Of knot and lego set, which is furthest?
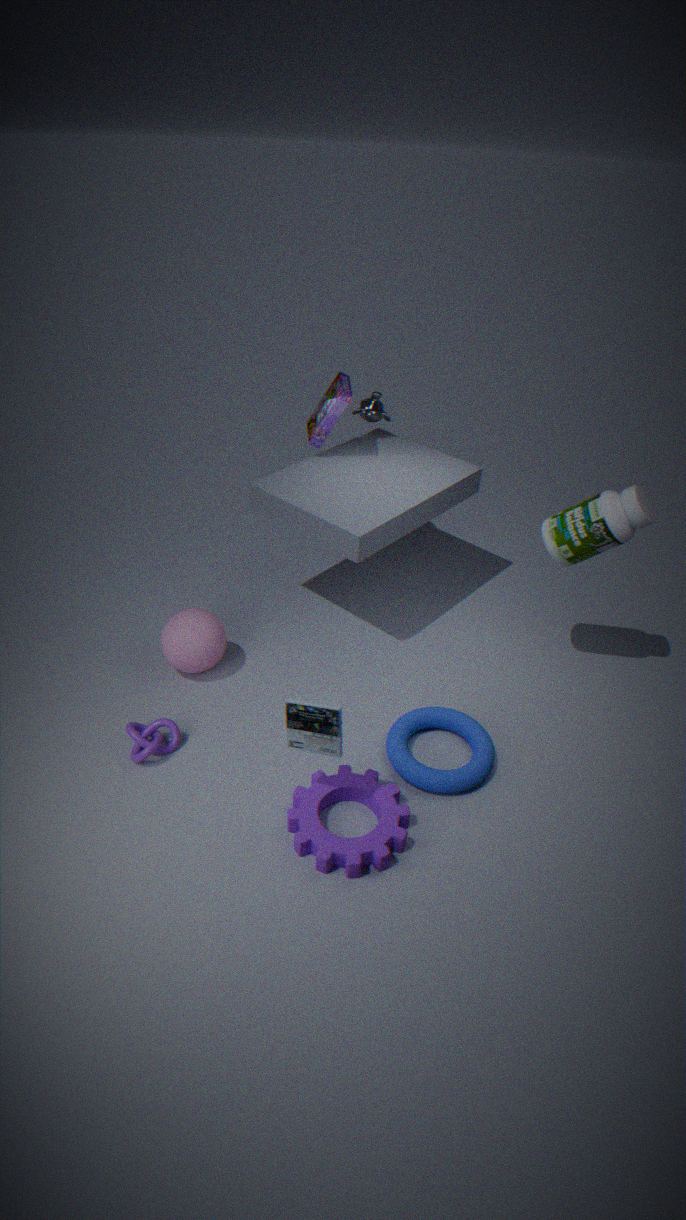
lego set
